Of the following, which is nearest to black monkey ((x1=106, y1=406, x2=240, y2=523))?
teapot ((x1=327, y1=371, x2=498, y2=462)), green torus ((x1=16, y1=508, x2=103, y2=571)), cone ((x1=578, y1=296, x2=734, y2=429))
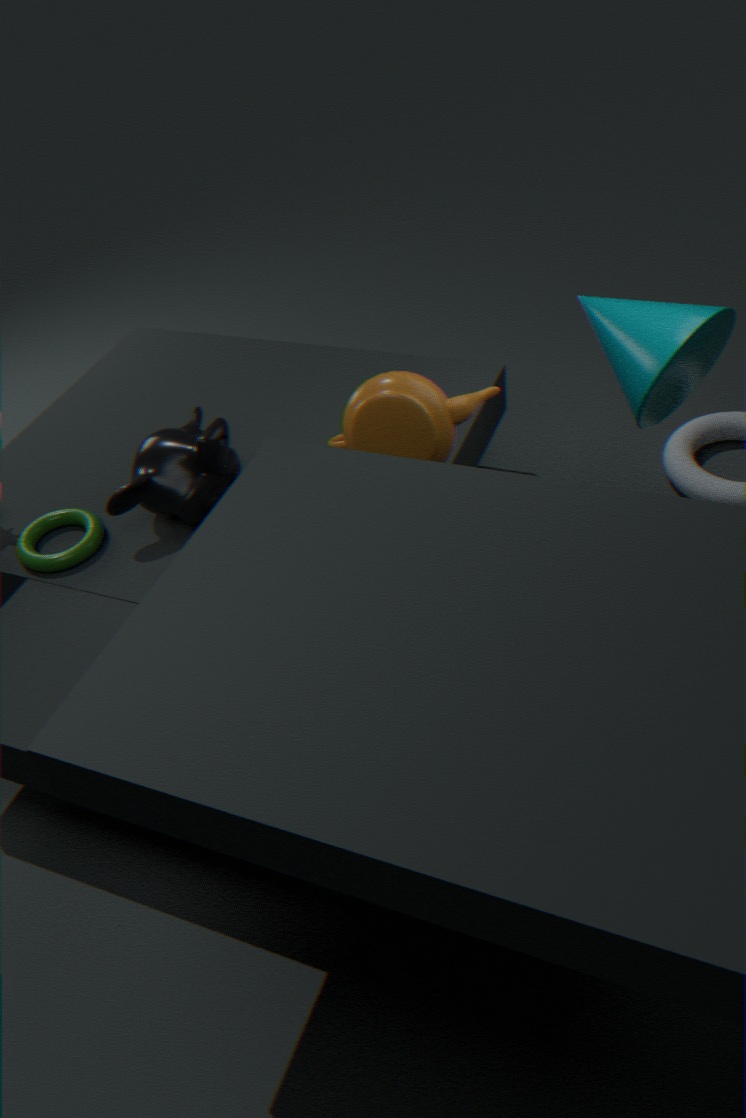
green torus ((x1=16, y1=508, x2=103, y2=571))
